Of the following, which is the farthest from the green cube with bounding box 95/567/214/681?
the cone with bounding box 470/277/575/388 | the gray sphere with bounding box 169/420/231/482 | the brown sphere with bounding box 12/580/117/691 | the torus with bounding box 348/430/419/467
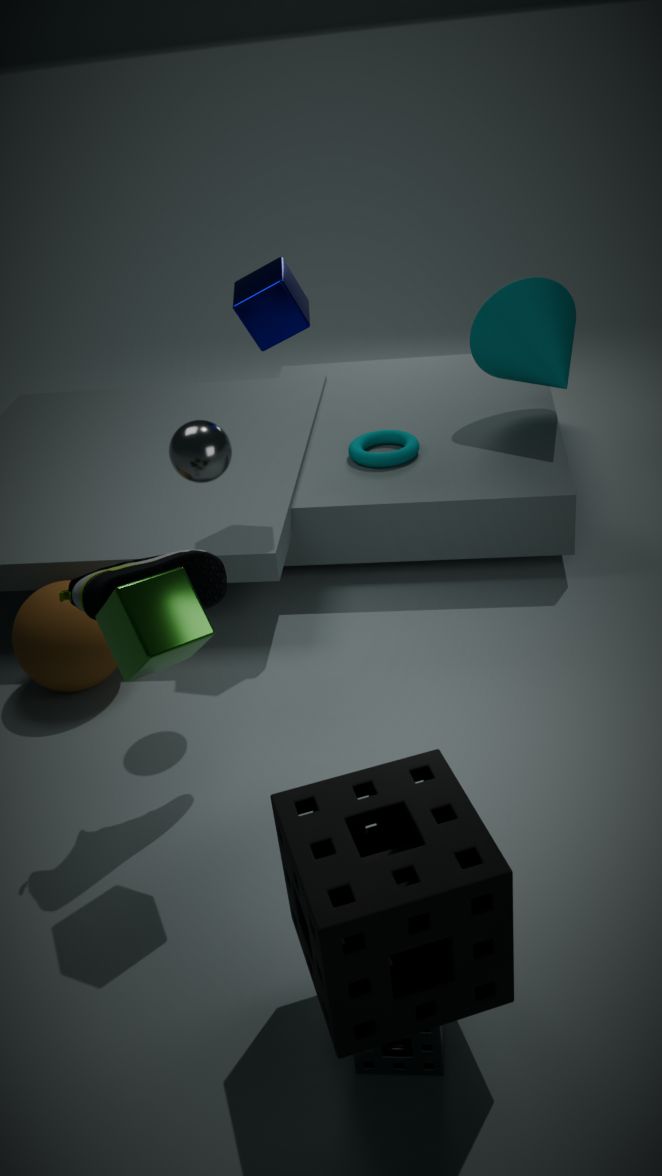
the cone with bounding box 470/277/575/388
